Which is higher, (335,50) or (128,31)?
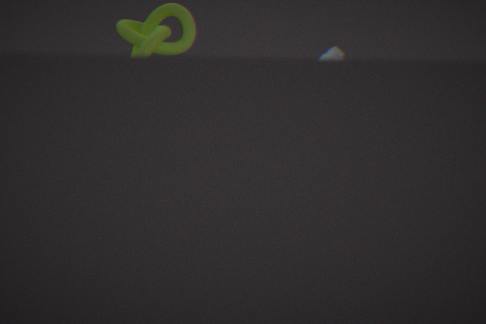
(128,31)
